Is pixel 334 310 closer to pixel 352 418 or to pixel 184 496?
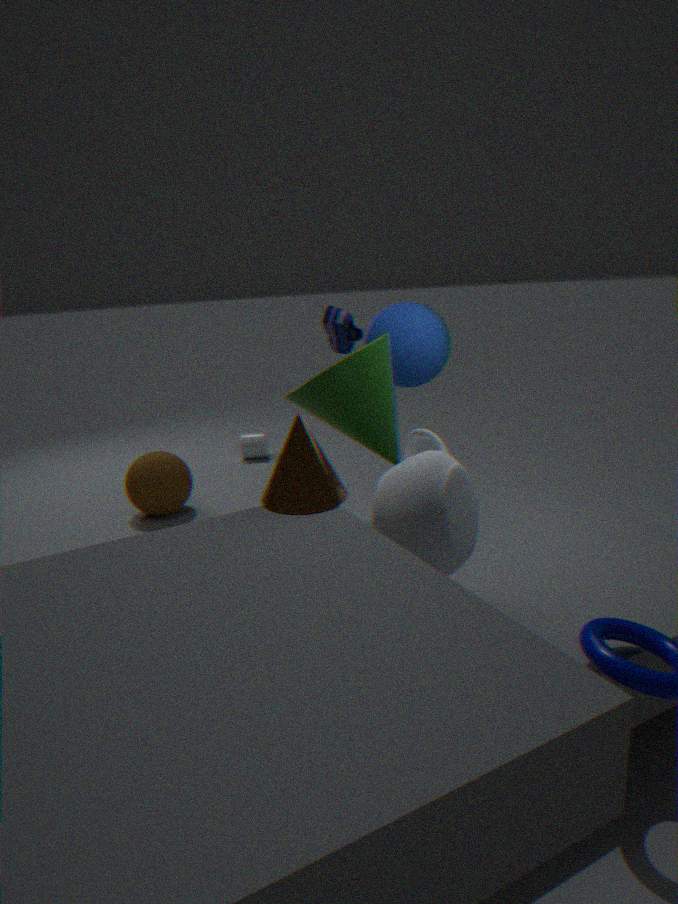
pixel 352 418
